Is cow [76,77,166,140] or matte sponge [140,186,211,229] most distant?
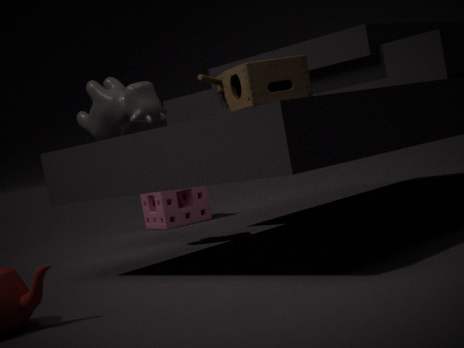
matte sponge [140,186,211,229]
